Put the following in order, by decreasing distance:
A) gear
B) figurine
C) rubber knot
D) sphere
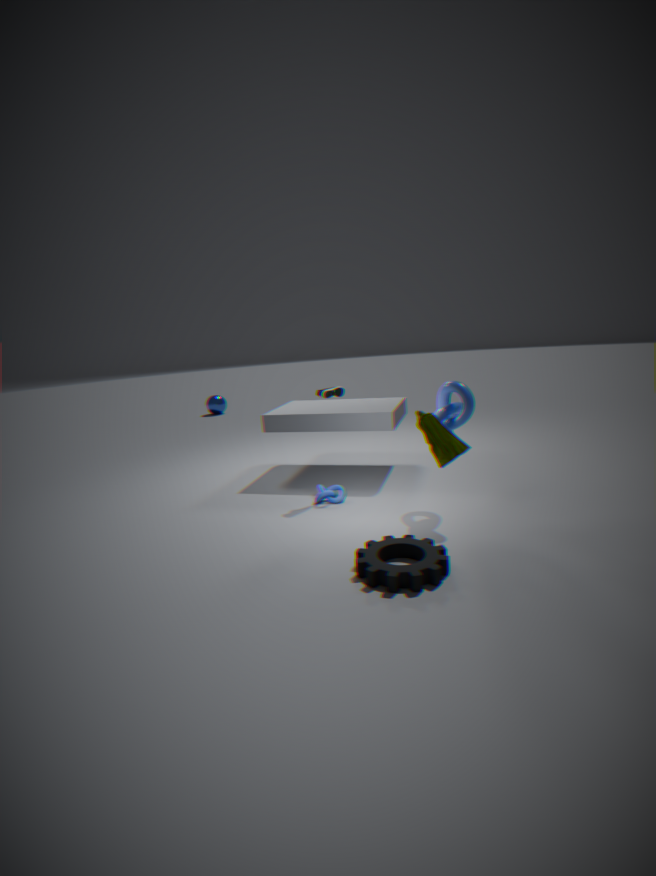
sphere < rubber knot < figurine < gear
